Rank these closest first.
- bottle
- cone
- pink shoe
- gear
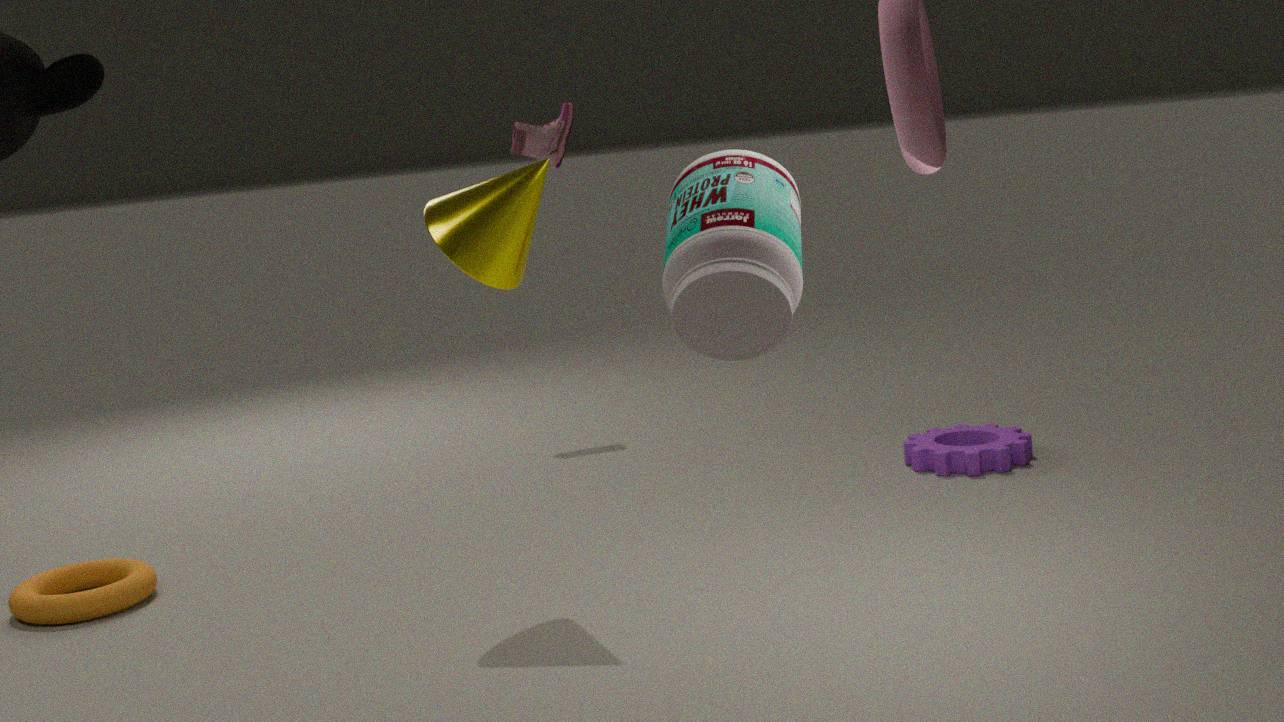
bottle, cone, gear, pink shoe
